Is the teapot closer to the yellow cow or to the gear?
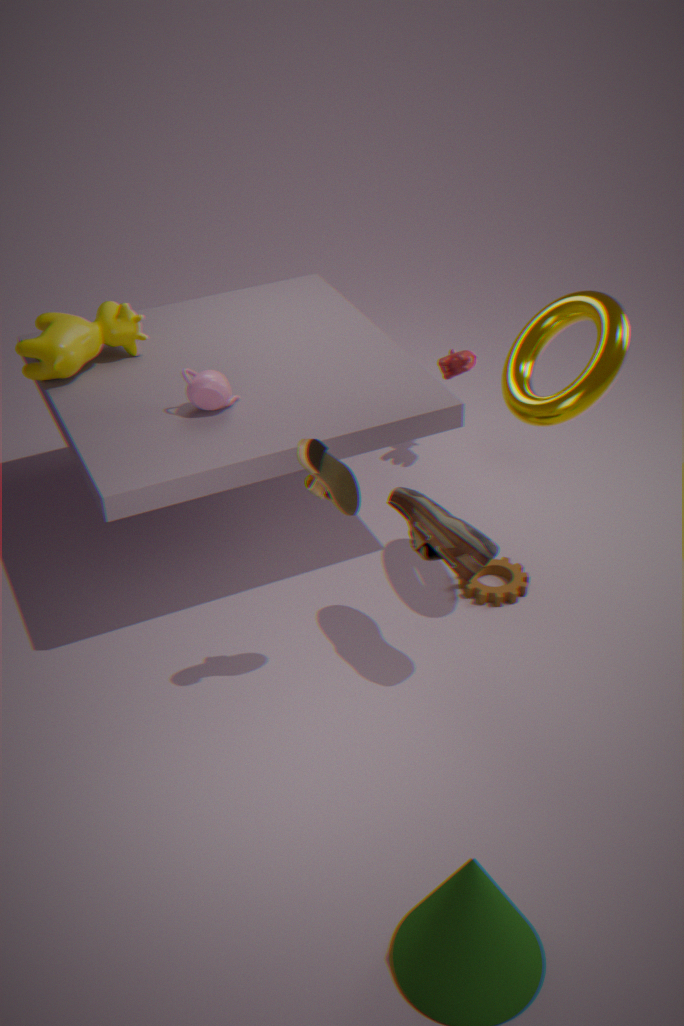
the yellow cow
